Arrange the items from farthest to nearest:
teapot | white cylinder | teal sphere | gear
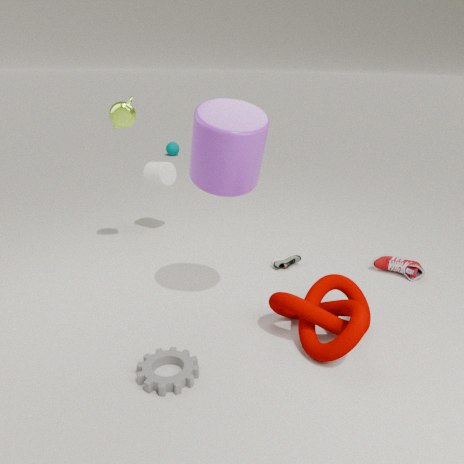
teal sphere, white cylinder, teapot, gear
